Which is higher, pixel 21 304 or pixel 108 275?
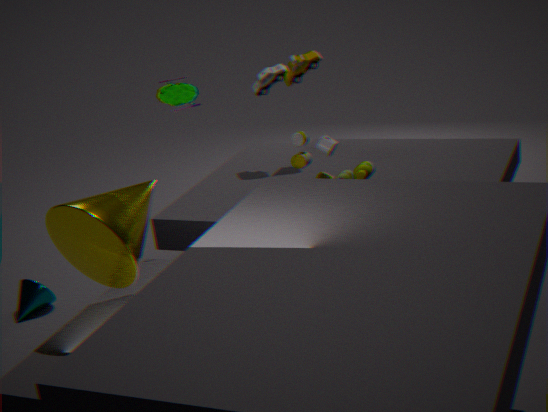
pixel 108 275
